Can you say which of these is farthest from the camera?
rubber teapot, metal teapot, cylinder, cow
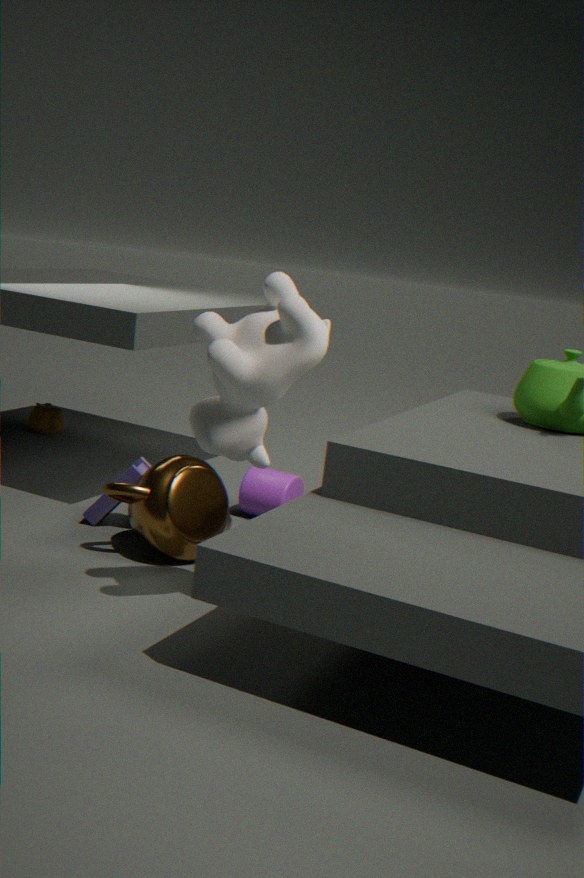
rubber teapot
